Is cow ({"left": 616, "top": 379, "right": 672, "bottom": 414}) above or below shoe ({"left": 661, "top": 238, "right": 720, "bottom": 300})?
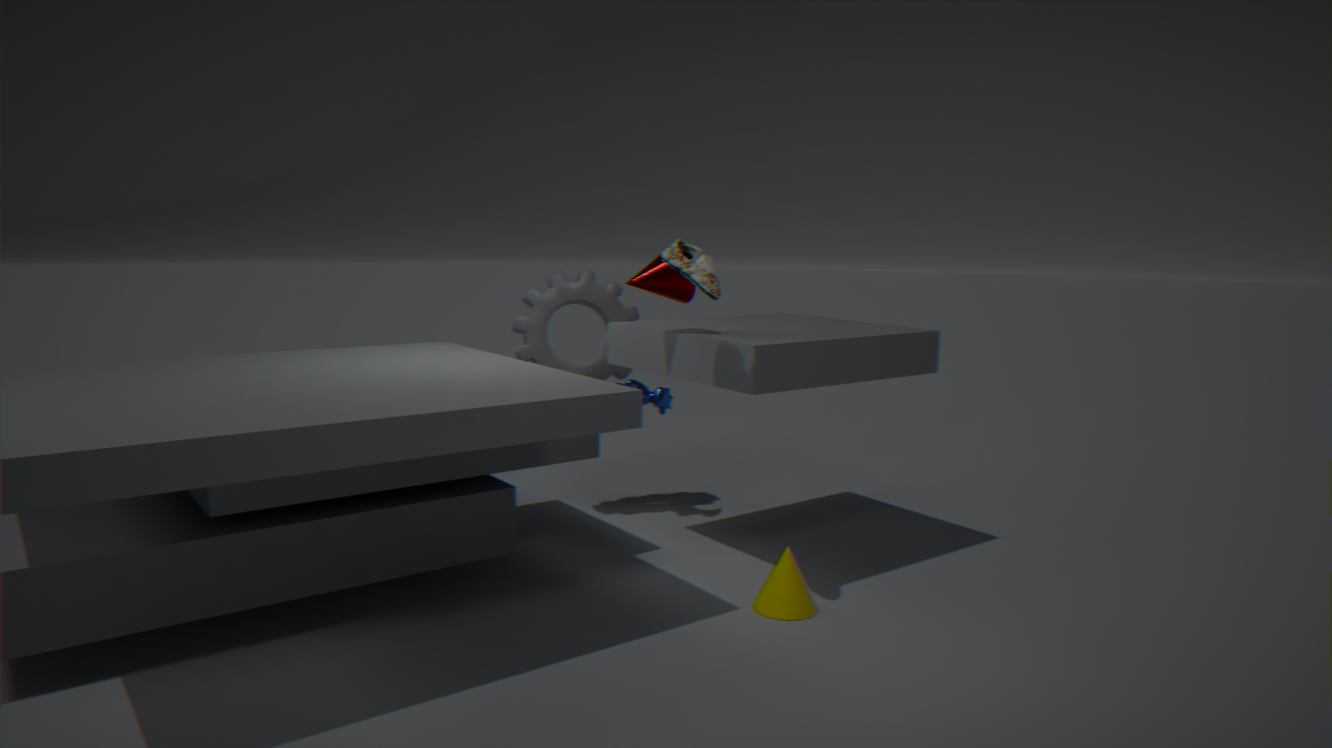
below
